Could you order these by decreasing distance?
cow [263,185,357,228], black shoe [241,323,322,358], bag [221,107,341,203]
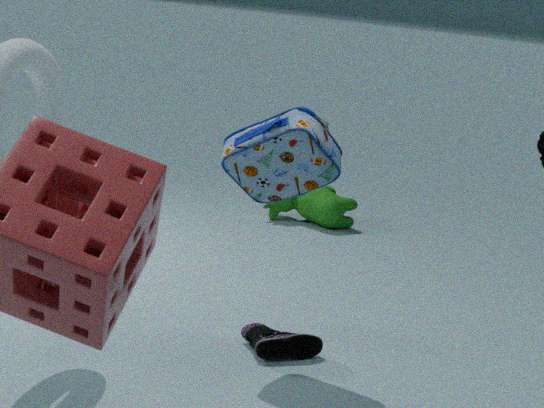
1. cow [263,185,357,228]
2. black shoe [241,323,322,358]
3. bag [221,107,341,203]
